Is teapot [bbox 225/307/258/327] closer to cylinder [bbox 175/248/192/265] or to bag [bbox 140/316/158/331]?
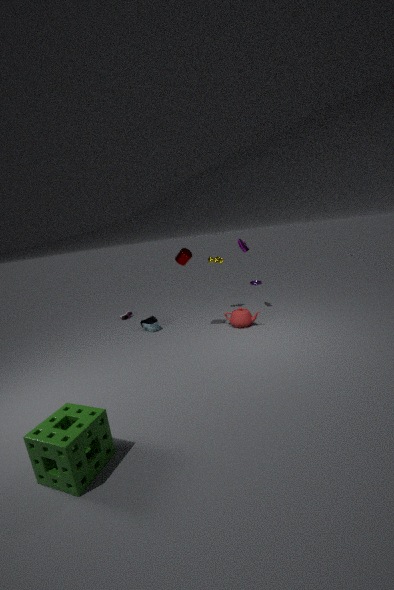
cylinder [bbox 175/248/192/265]
